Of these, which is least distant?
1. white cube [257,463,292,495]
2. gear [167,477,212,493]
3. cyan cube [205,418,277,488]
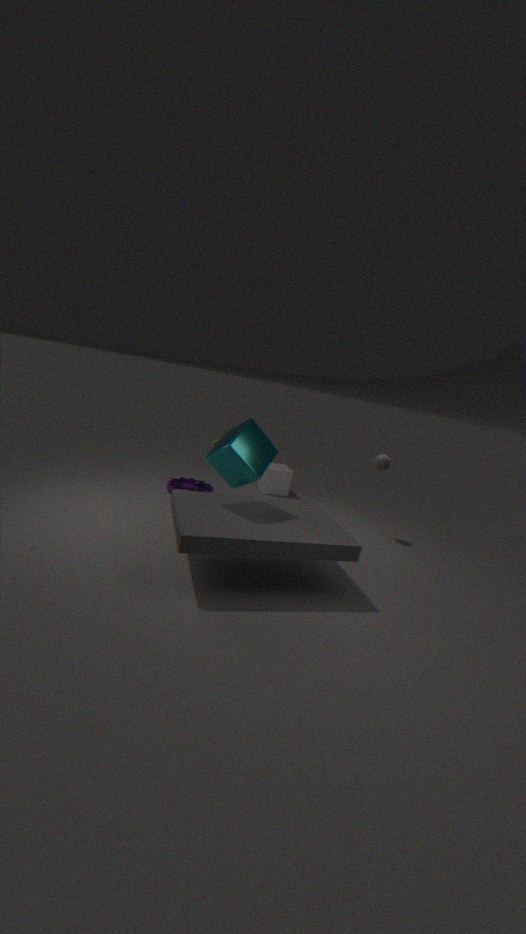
cyan cube [205,418,277,488]
